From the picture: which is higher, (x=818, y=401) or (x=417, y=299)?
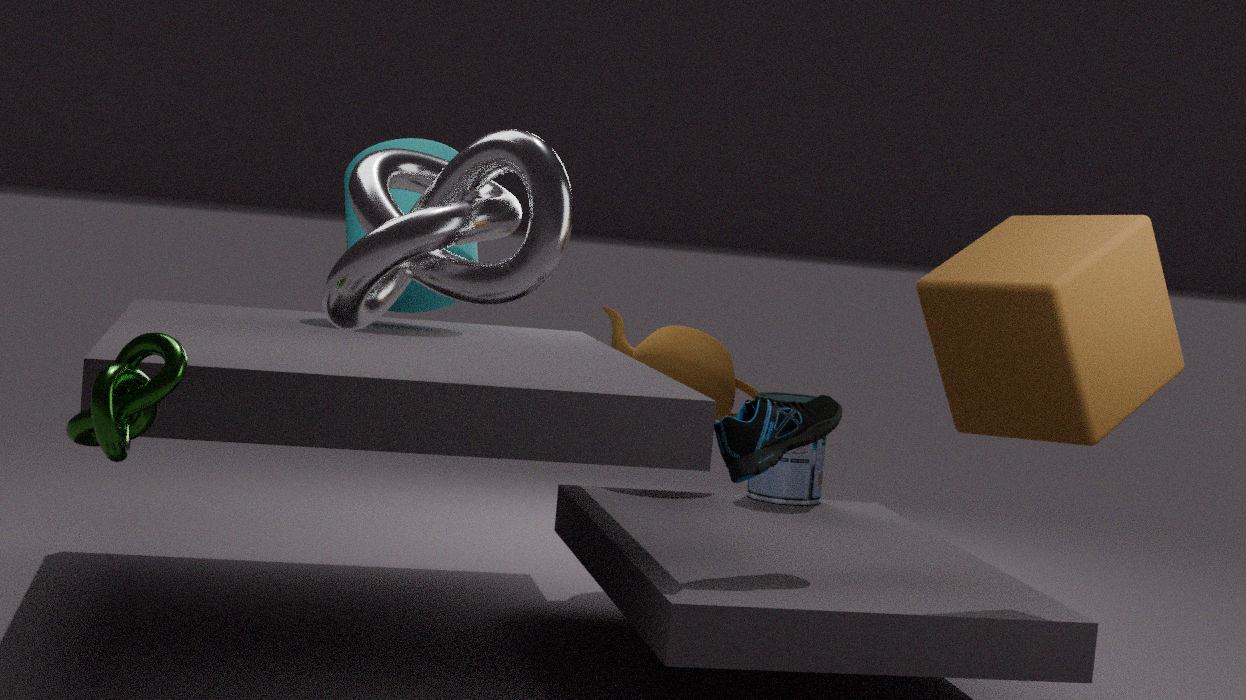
(x=417, y=299)
